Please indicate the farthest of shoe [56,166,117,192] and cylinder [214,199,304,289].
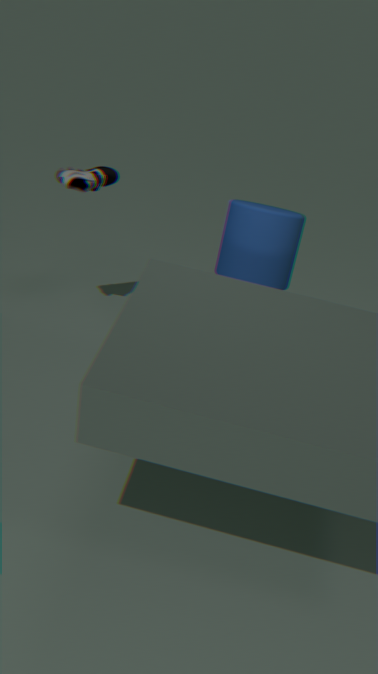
shoe [56,166,117,192]
